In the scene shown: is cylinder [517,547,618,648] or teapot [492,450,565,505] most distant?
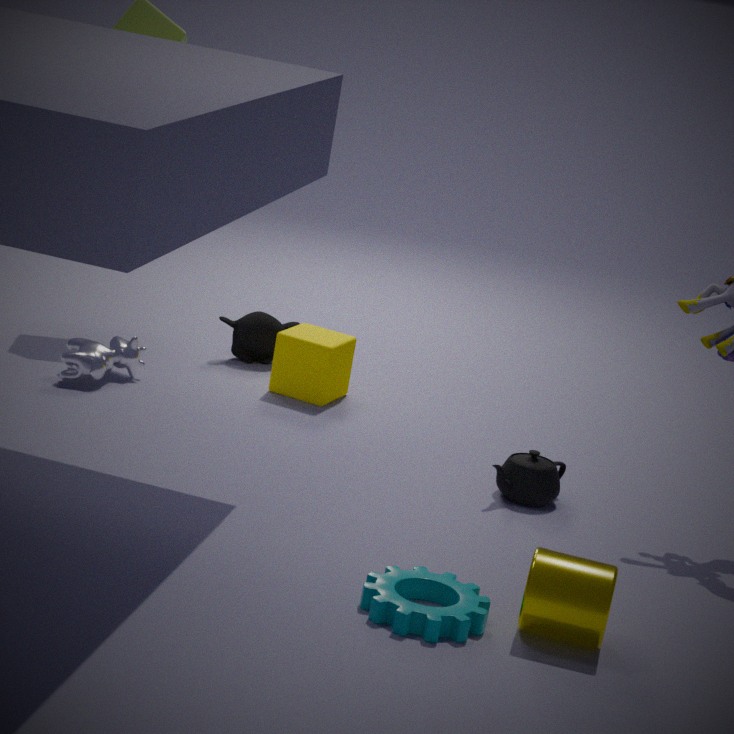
teapot [492,450,565,505]
